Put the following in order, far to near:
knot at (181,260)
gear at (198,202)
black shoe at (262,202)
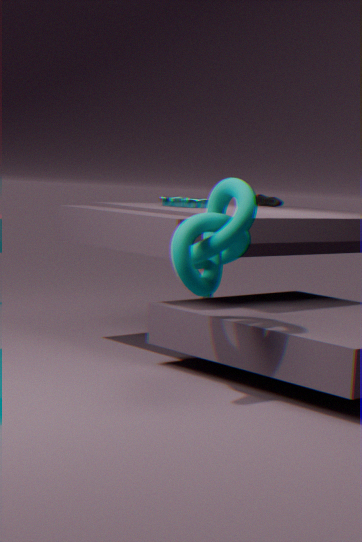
black shoe at (262,202) → gear at (198,202) → knot at (181,260)
